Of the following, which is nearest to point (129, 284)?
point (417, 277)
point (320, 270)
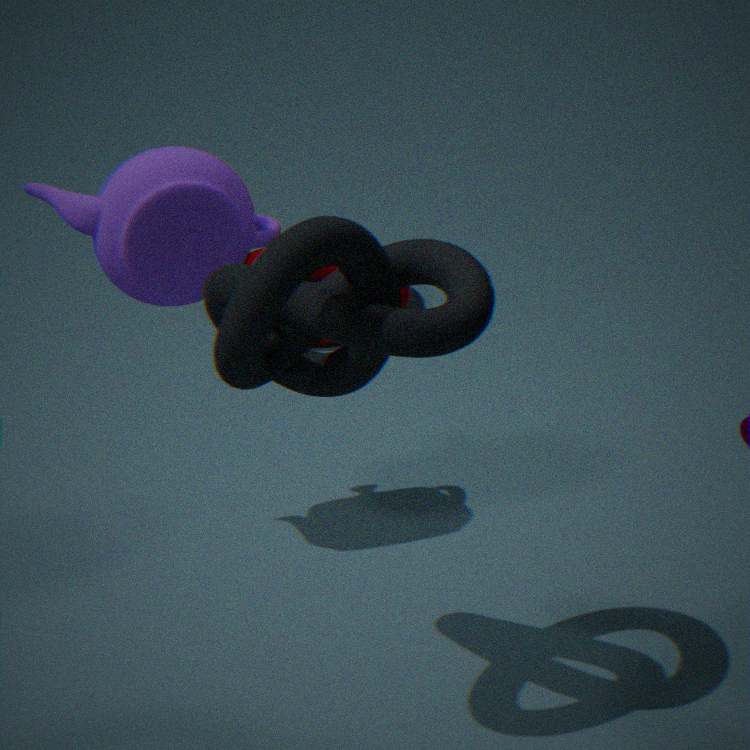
point (417, 277)
